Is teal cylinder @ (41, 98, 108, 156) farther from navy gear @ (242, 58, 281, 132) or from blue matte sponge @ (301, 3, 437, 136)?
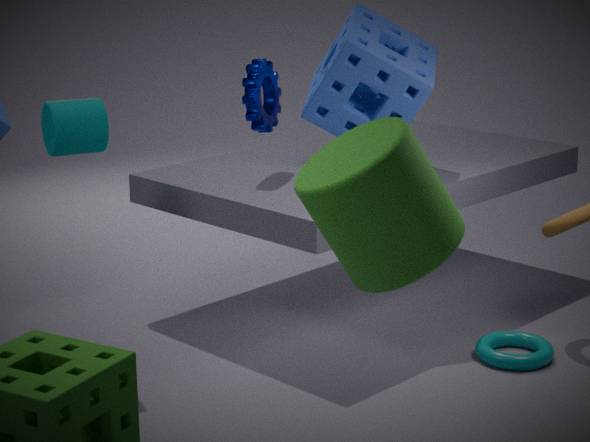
blue matte sponge @ (301, 3, 437, 136)
